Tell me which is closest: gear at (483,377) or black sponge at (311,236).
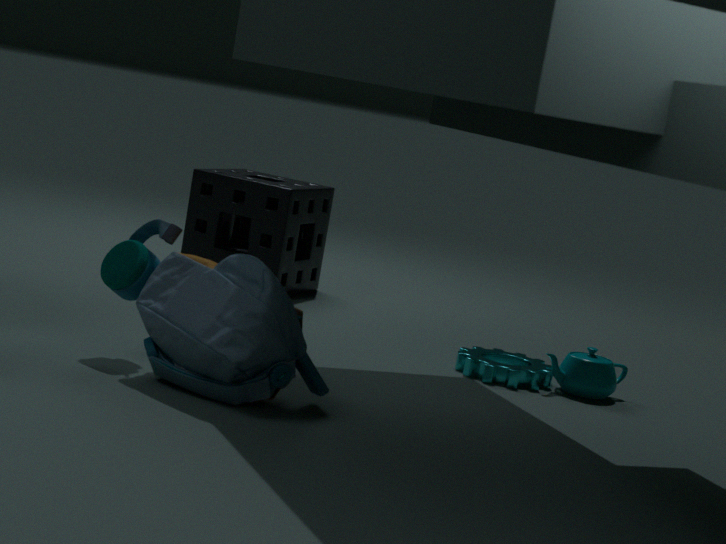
gear at (483,377)
